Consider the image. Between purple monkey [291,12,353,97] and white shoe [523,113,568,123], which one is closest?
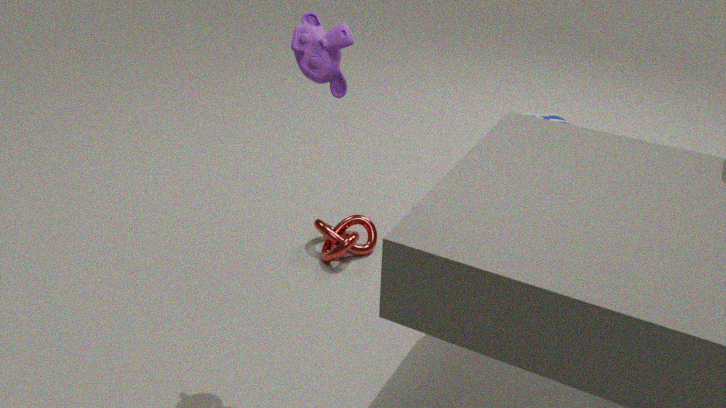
purple monkey [291,12,353,97]
